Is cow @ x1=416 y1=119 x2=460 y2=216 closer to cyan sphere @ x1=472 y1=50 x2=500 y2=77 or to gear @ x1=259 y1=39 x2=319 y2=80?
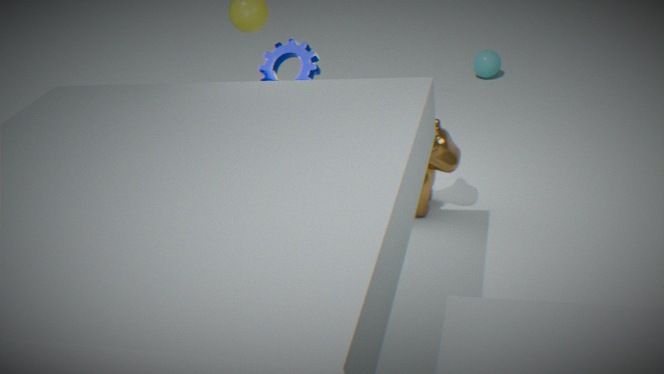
gear @ x1=259 y1=39 x2=319 y2=80
